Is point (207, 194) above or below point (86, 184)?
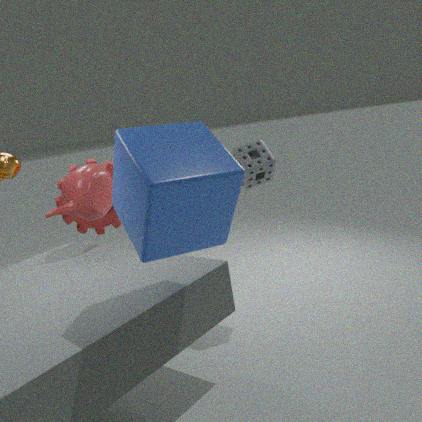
above
